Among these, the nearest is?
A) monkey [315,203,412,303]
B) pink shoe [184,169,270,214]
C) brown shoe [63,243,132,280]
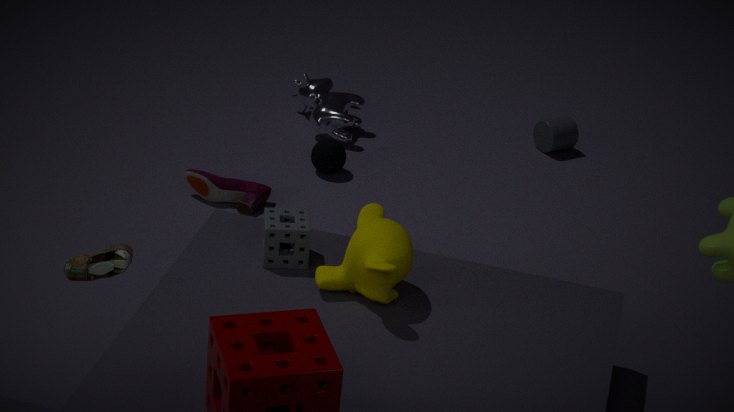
brown shoe [63,243,132,280]
